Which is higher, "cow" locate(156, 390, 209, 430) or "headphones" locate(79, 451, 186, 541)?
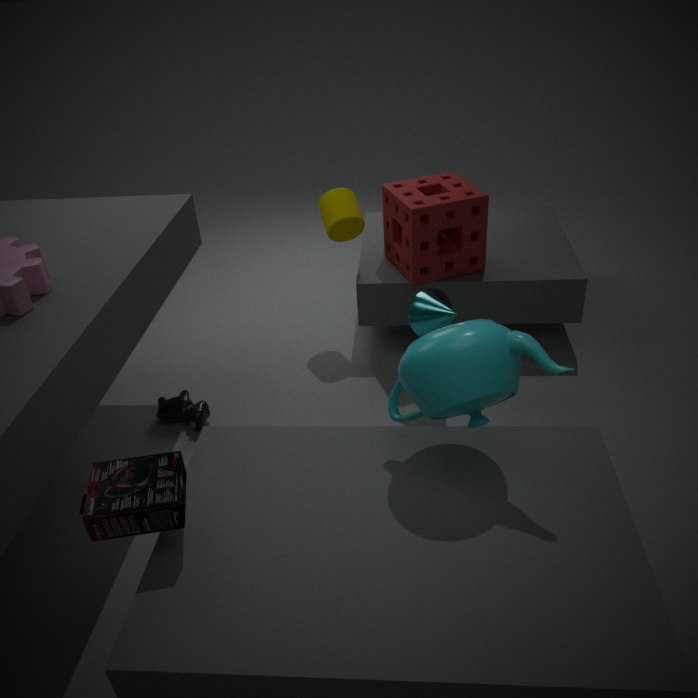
"headphones" locate(79, 451, 186, 541)
